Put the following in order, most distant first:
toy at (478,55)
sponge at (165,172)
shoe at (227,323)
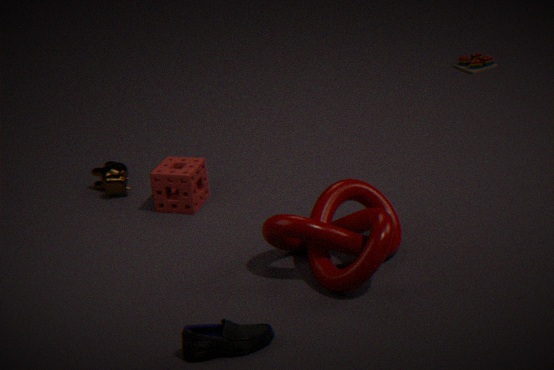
toy at (478,55)
sponge at (165,172)
shoe at (227,323)
